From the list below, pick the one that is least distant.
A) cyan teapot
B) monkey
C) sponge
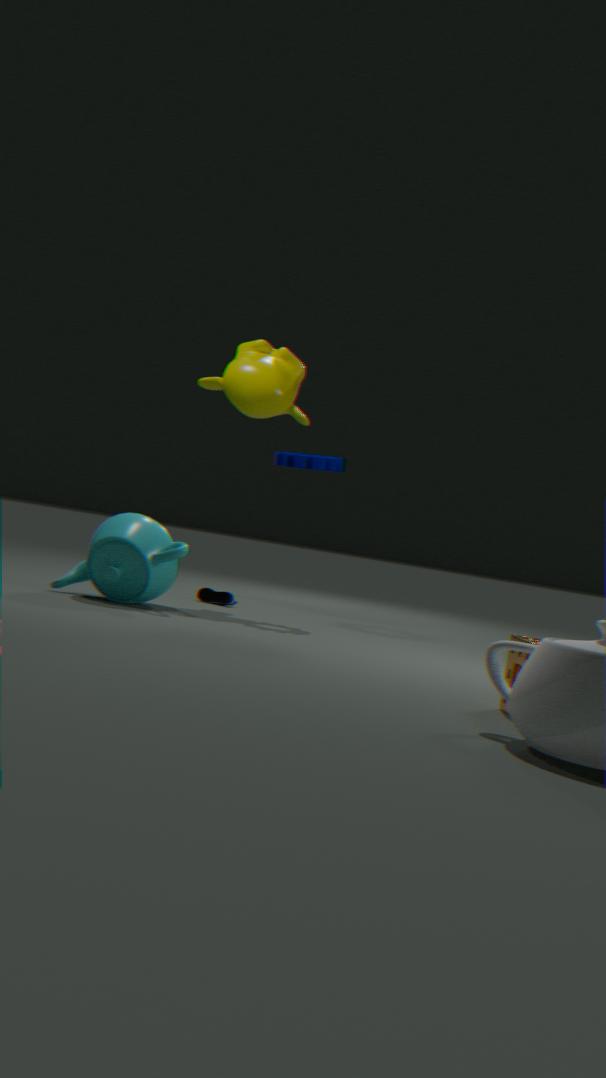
sponge
